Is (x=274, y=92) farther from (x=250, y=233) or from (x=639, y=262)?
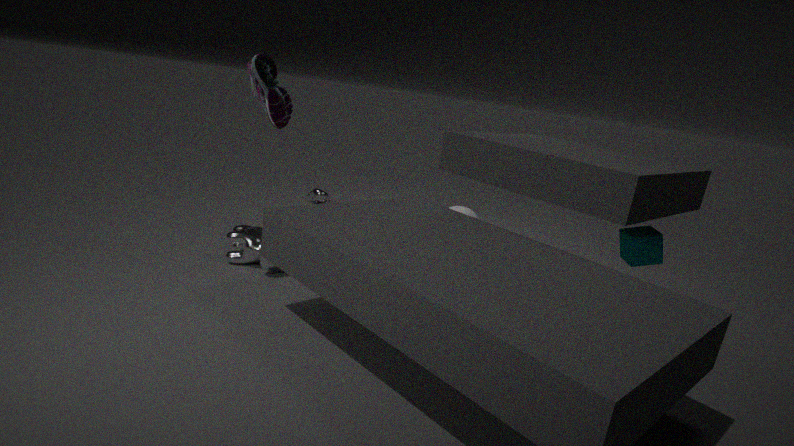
(x=639, y=262)
